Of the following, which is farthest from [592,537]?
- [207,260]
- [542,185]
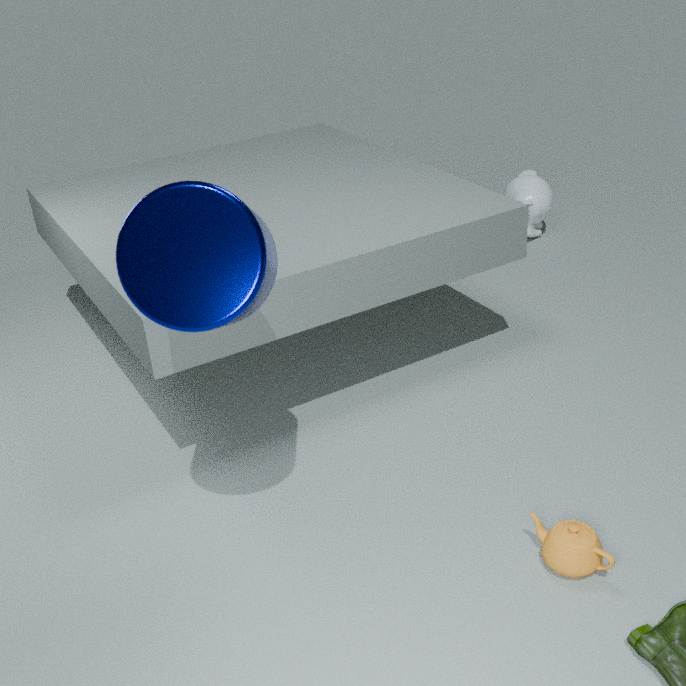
[542,185]
